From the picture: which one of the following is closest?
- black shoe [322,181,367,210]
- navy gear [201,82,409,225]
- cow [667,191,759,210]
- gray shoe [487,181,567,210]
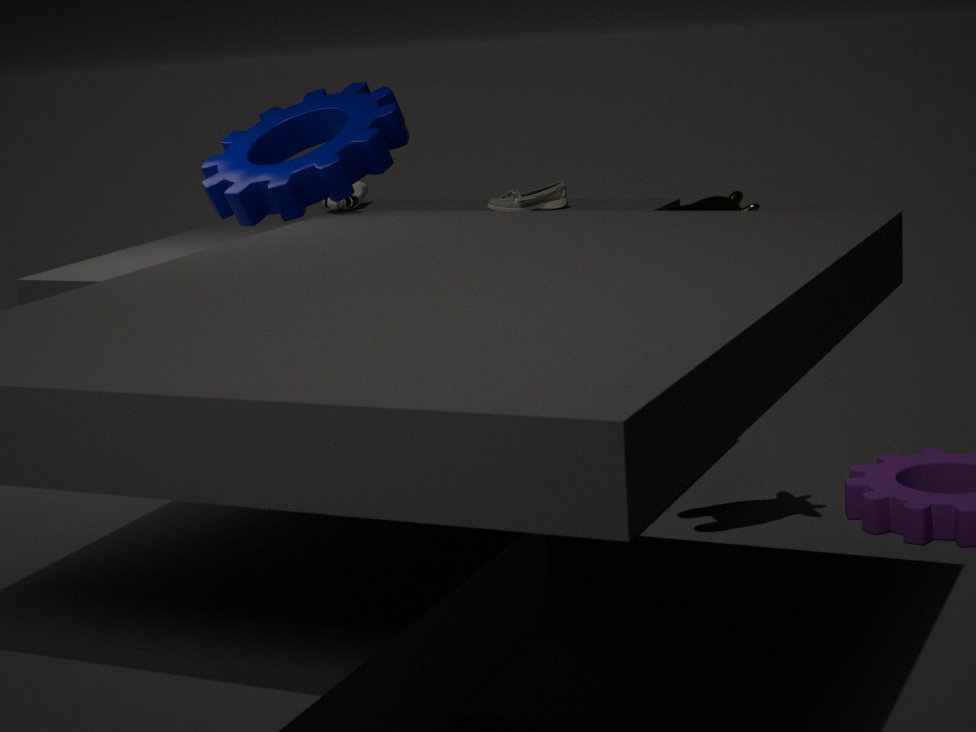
navy gear [201,82,409,225]
